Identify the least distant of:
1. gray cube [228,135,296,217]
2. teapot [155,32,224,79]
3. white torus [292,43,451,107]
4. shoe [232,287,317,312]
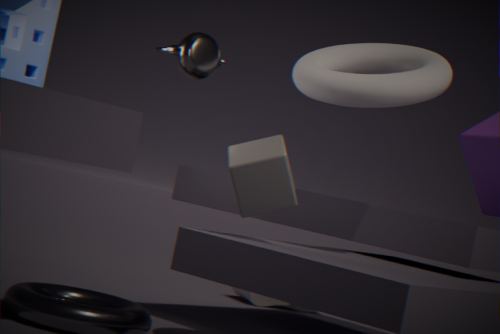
gray cube [228,135,296,217]
